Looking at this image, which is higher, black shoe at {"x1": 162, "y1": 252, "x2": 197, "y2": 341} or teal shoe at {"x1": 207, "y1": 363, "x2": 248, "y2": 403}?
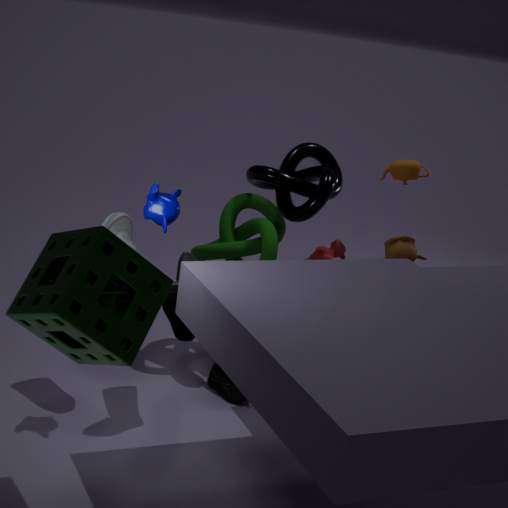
black shoe at {"x1": 162, "y1": 252, "x2": 197, "y2": 341}
